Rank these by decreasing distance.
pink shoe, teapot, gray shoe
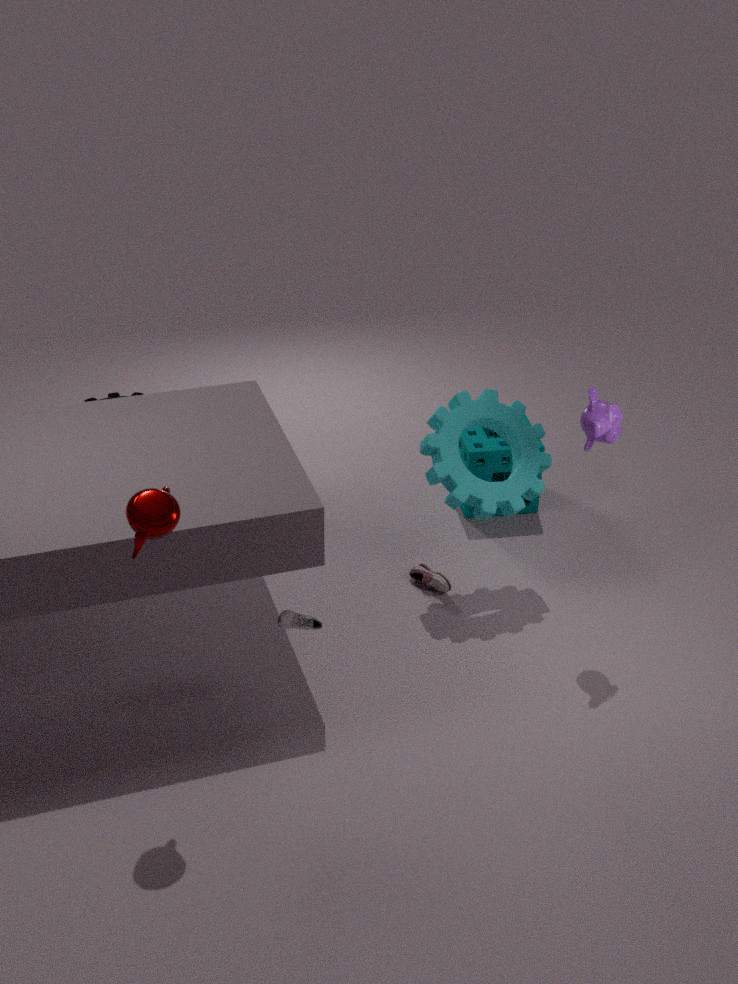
pink shoe < gray shoe < teapot
